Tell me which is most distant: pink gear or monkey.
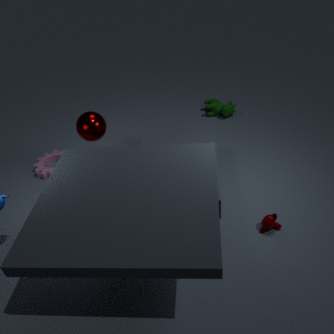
pink gear
